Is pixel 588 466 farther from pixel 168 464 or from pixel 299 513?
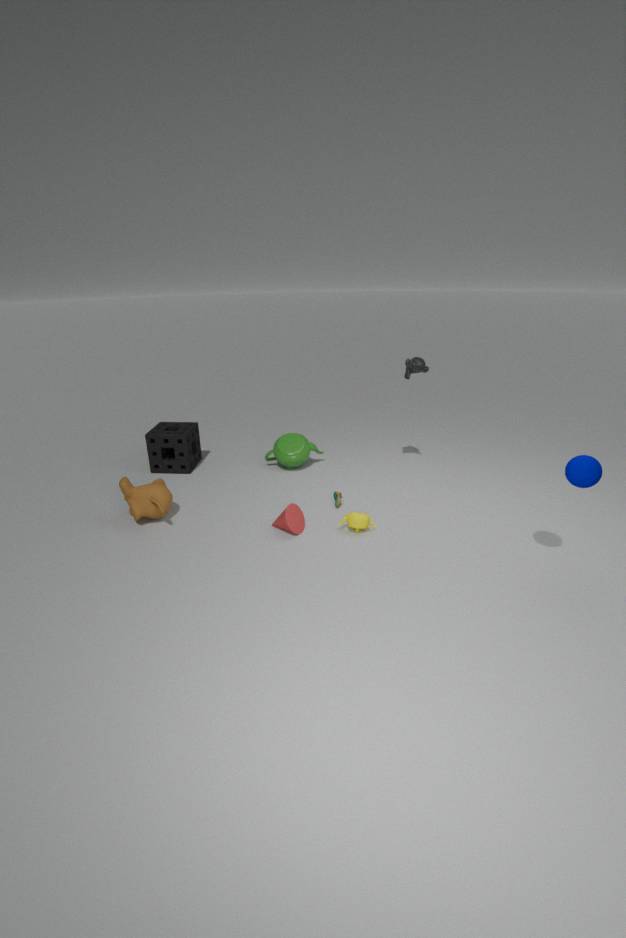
pixel 168 464
